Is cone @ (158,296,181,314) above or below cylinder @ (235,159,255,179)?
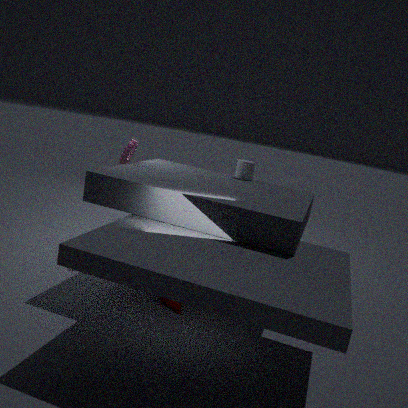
below
